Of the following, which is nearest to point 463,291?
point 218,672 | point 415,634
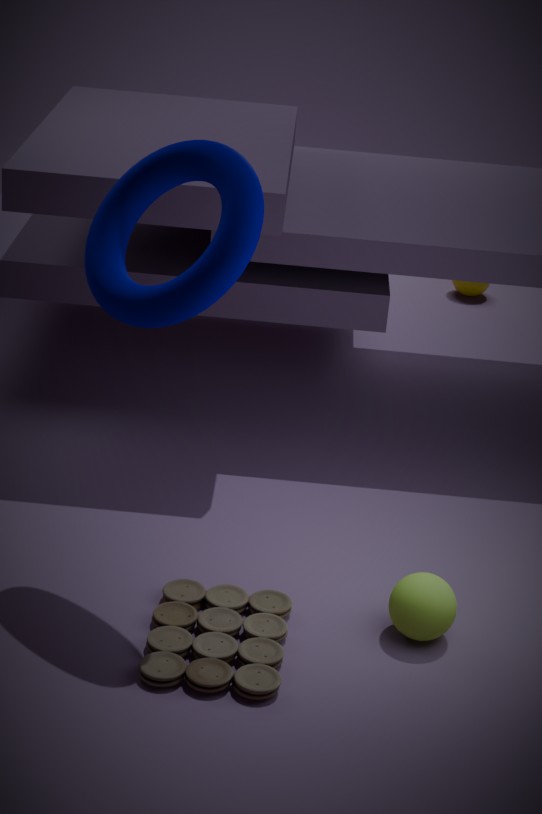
point 415,634
